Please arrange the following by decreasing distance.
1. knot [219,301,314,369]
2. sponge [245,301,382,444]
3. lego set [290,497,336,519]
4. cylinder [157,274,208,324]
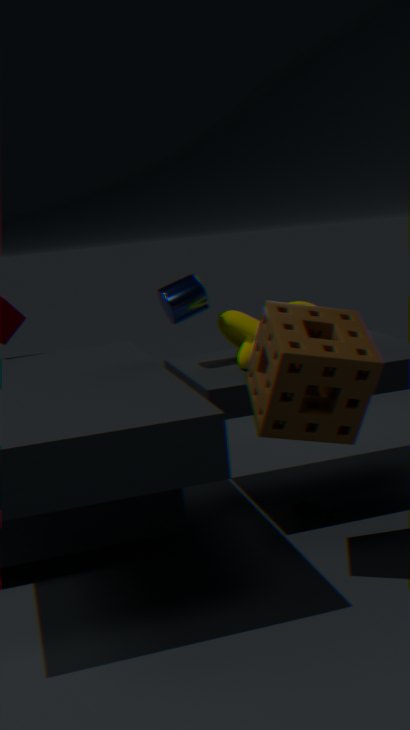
cylinder [157,274,208,324] < lego set [290,497,336,519] < knot [219,301,314,369] < sponge [245,301,382,444]
